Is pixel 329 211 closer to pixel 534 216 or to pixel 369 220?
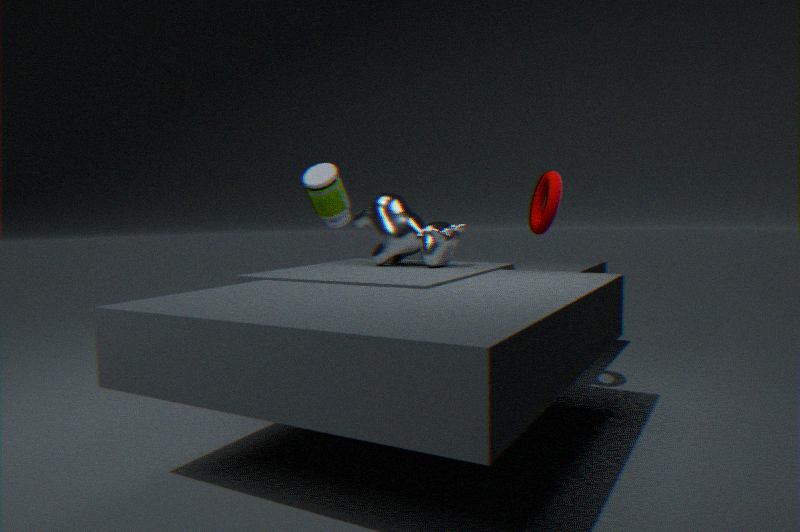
pixel 369 220
